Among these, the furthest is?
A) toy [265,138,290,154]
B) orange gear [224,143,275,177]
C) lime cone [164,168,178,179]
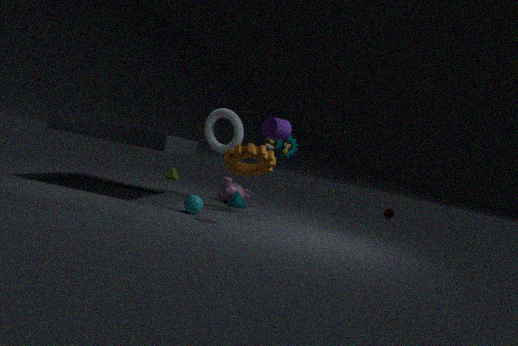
lime cone [164,168,178,179]
